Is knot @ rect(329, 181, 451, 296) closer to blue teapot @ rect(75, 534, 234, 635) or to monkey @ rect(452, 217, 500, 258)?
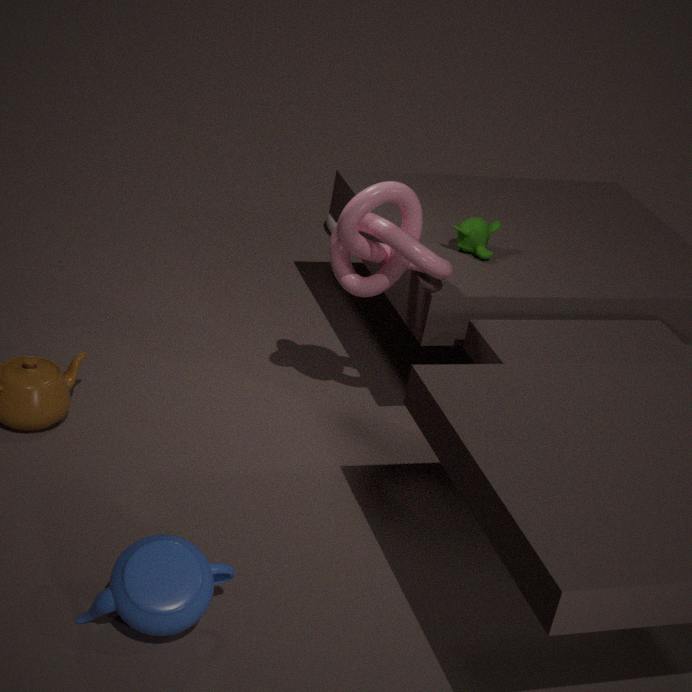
monkey @ rect(452, 217, 500, 258)
